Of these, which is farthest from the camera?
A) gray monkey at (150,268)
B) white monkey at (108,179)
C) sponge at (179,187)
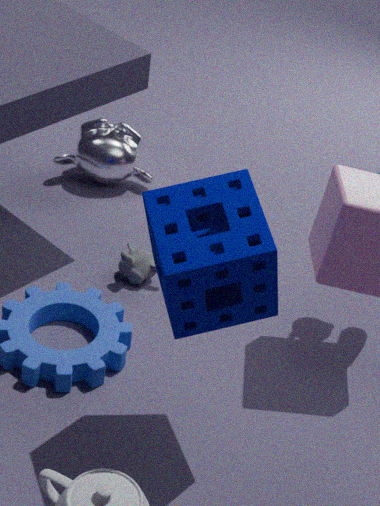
white monkey at (108,179)
